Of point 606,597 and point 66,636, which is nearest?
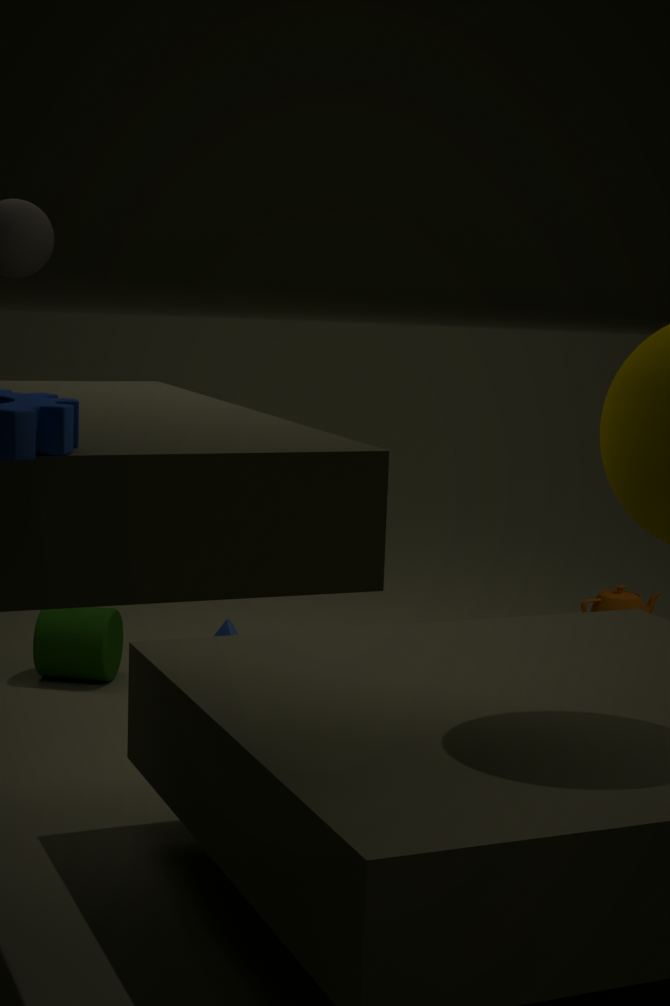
point 66,636
